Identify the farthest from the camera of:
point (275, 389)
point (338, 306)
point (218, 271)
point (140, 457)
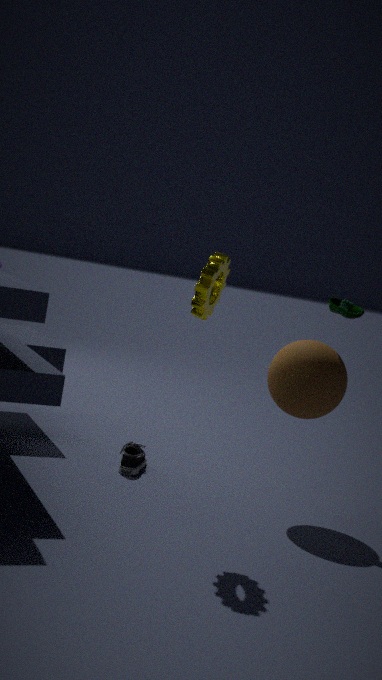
point (140, 457)
